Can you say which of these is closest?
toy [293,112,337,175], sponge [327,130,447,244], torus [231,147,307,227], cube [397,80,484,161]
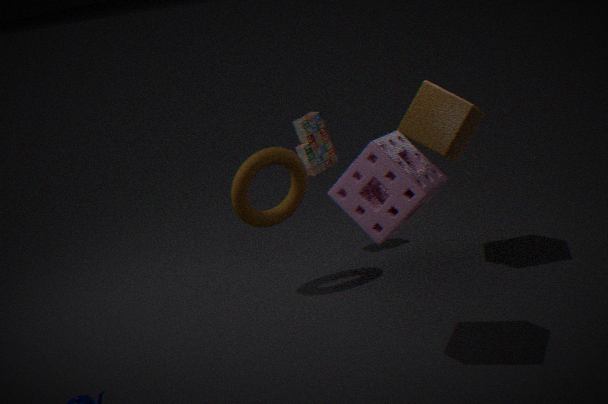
sponge [327,130,447,244]
